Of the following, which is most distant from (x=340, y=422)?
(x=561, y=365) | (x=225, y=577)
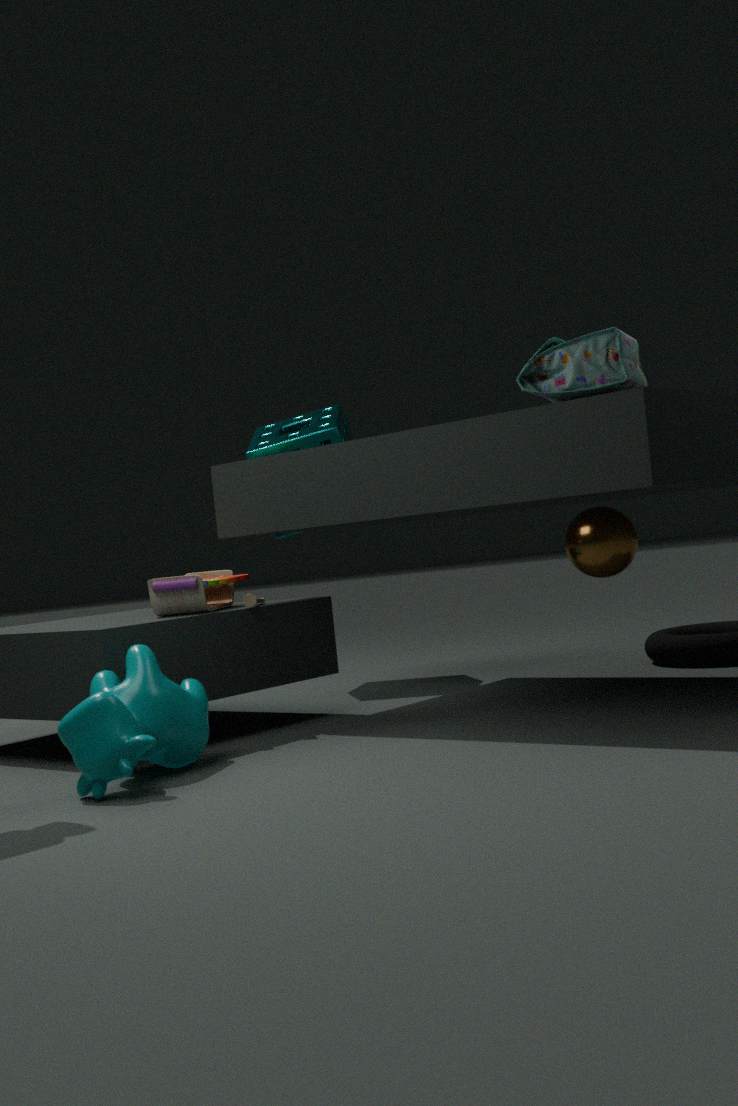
(x=561, y=365)
